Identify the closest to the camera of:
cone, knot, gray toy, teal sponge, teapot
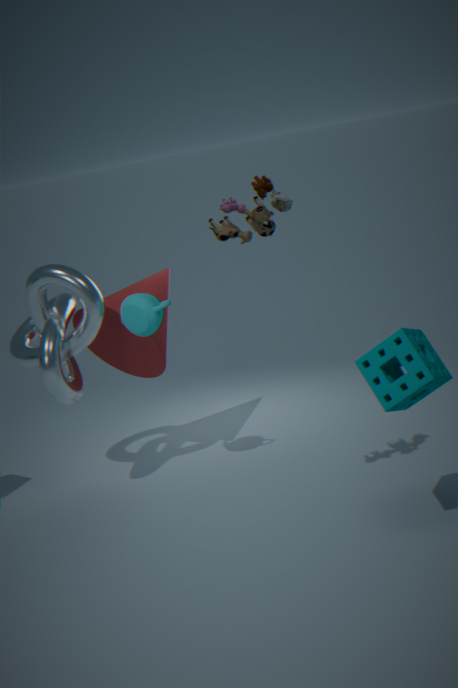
teal sponge
